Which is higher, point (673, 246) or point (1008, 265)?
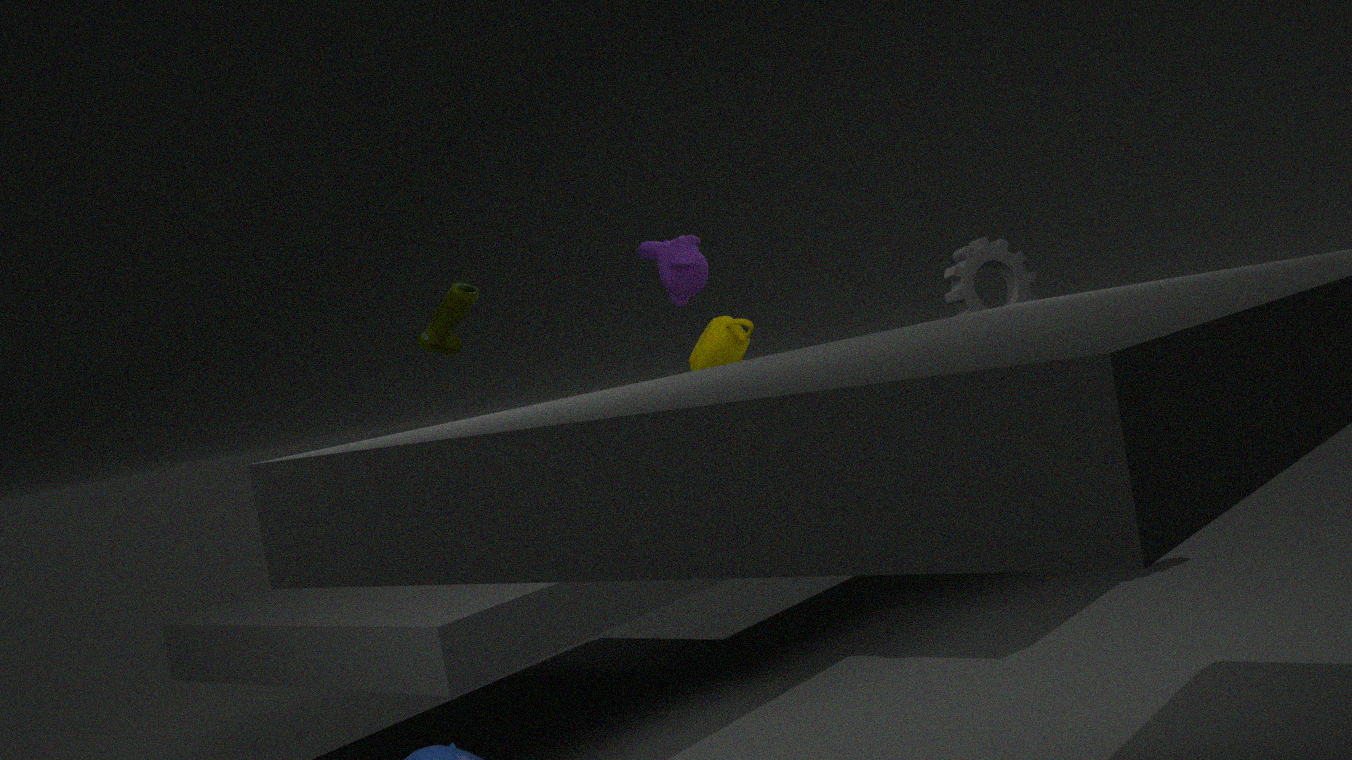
point (673, 246)
